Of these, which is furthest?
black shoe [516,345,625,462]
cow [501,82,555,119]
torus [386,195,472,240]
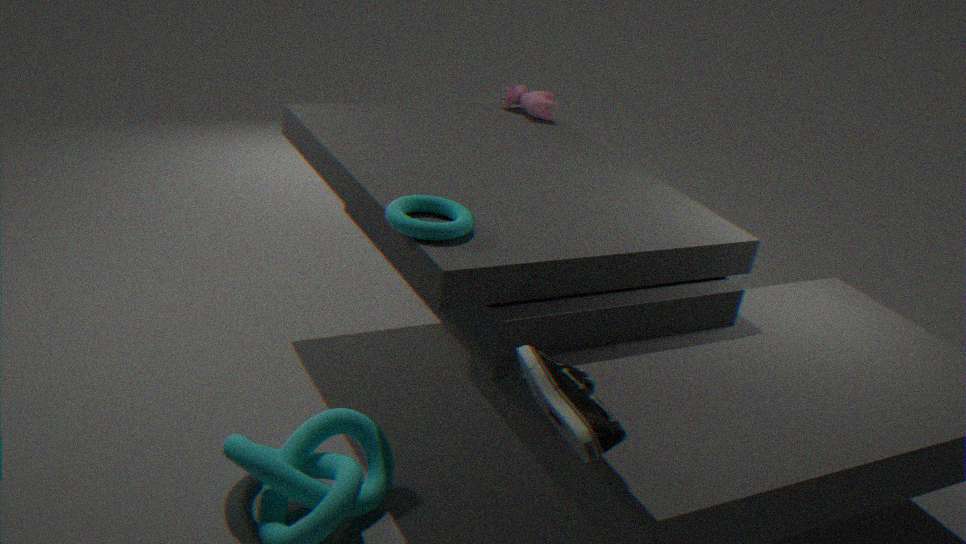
cow [501,82,555,119]
